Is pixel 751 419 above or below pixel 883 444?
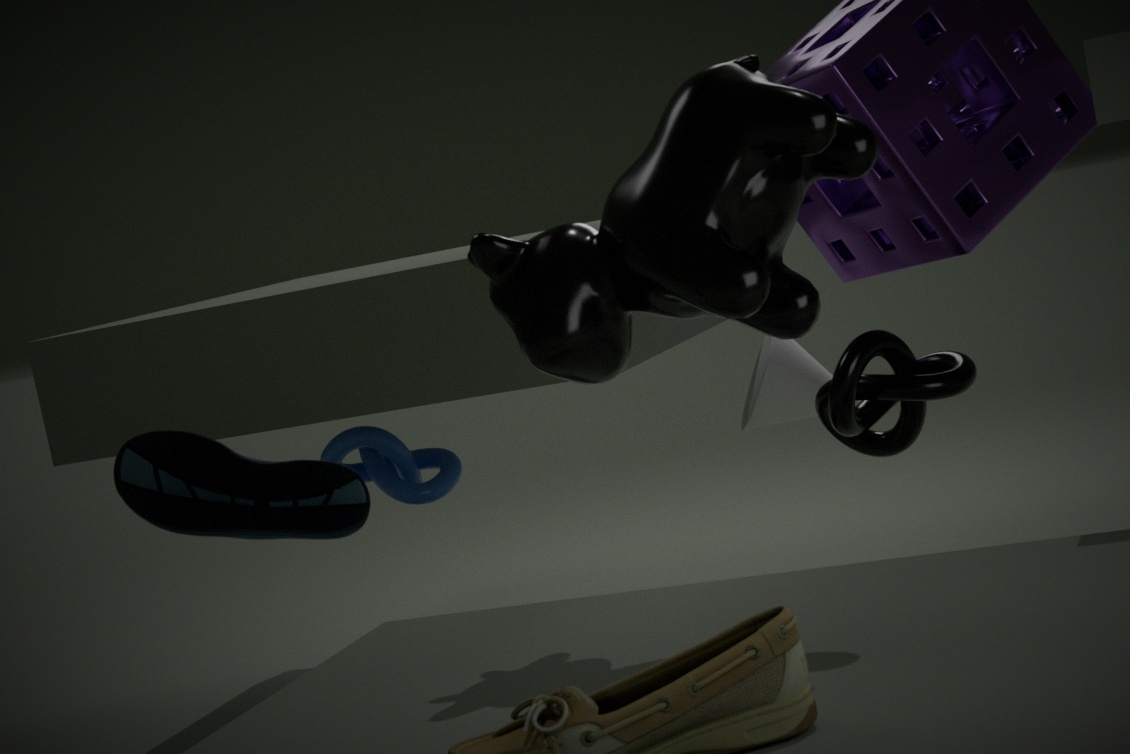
below
